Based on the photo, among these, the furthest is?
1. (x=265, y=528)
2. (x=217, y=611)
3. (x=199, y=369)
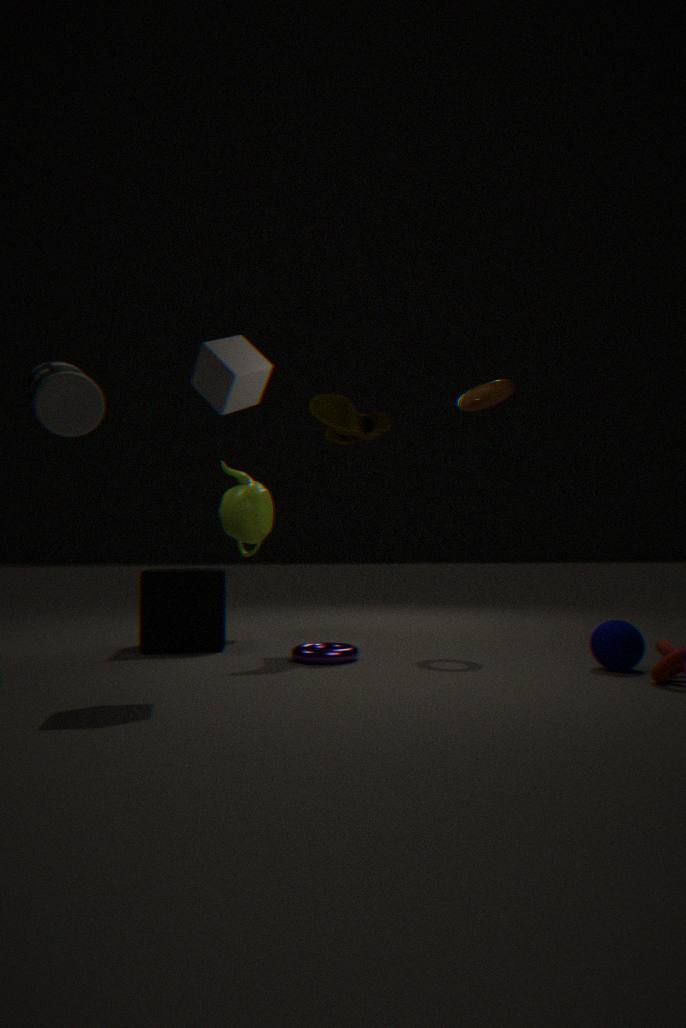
(x=265, y=528)
